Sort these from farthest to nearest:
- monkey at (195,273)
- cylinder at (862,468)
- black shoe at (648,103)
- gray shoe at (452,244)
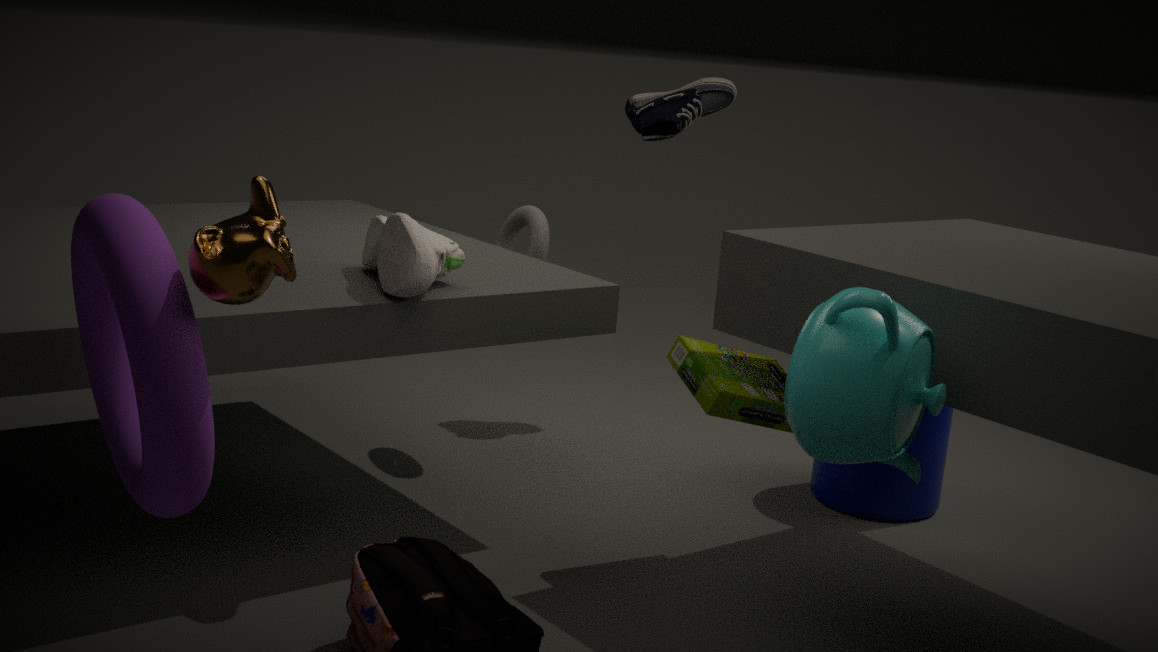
black shoe at (648,103) < cylinder at (862,468) < gray shoe at (452,244) < monkey at (195,273)
